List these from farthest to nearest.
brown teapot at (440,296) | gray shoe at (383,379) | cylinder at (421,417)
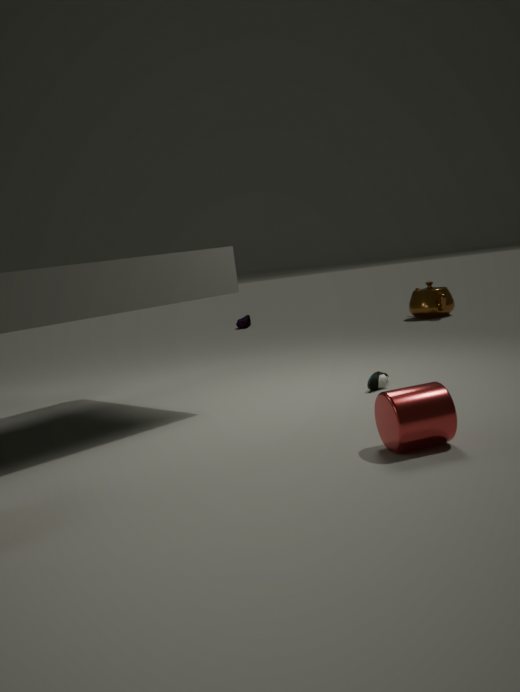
brown teapot at (440,296), gray shoe at (383,379), cylinder at (421,417)
